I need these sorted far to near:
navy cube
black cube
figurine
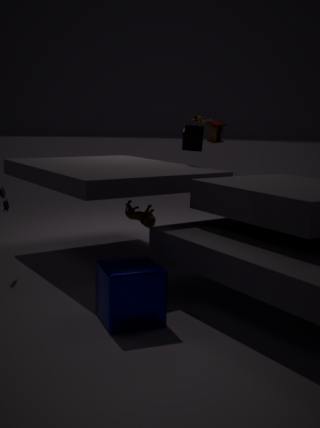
black cube → figurine → navy cube
